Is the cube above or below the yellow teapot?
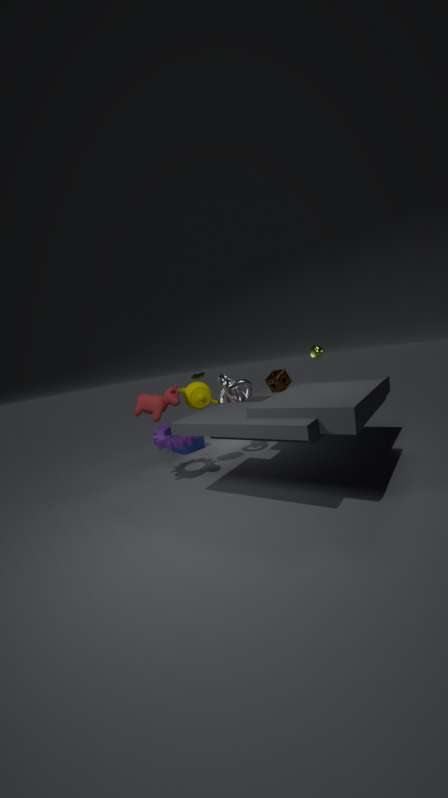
below
